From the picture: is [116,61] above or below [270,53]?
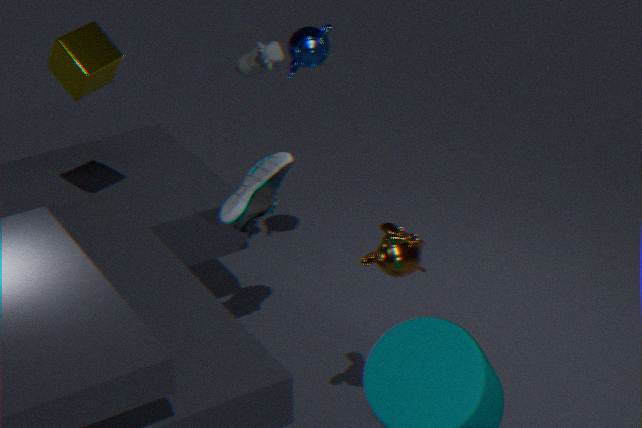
above
